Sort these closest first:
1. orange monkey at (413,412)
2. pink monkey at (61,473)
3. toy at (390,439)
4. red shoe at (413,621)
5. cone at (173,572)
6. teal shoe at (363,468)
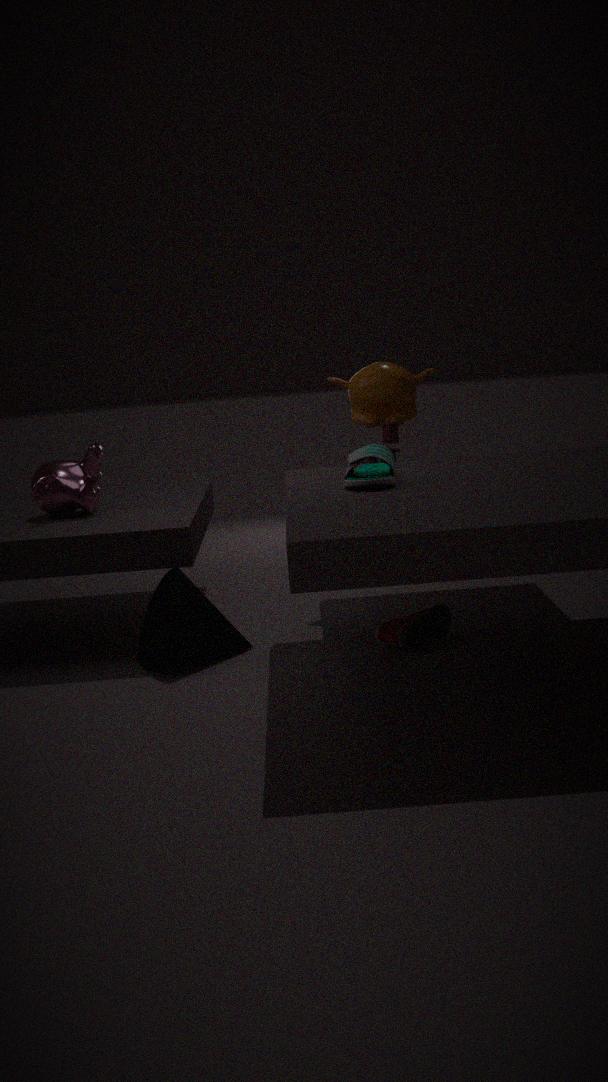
teal shoe at (363,468), cone at (173,572), red shoe at (413,621), pink monkey at (61,473), toy at (390,439), orange monkey at (413,412)
